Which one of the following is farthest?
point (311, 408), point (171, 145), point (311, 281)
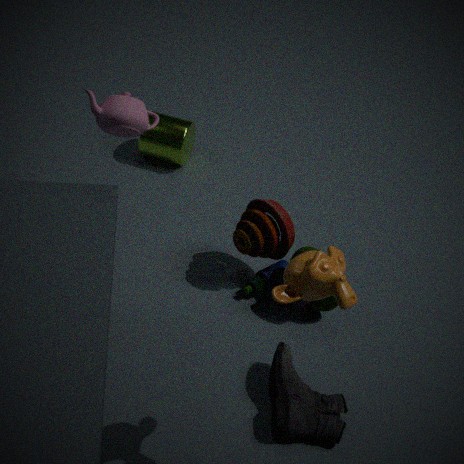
point (171, 145)
